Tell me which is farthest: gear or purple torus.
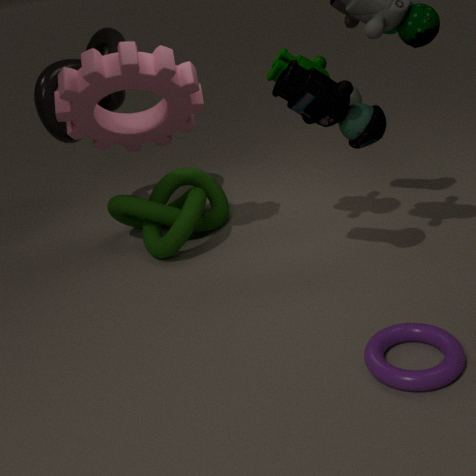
gear
